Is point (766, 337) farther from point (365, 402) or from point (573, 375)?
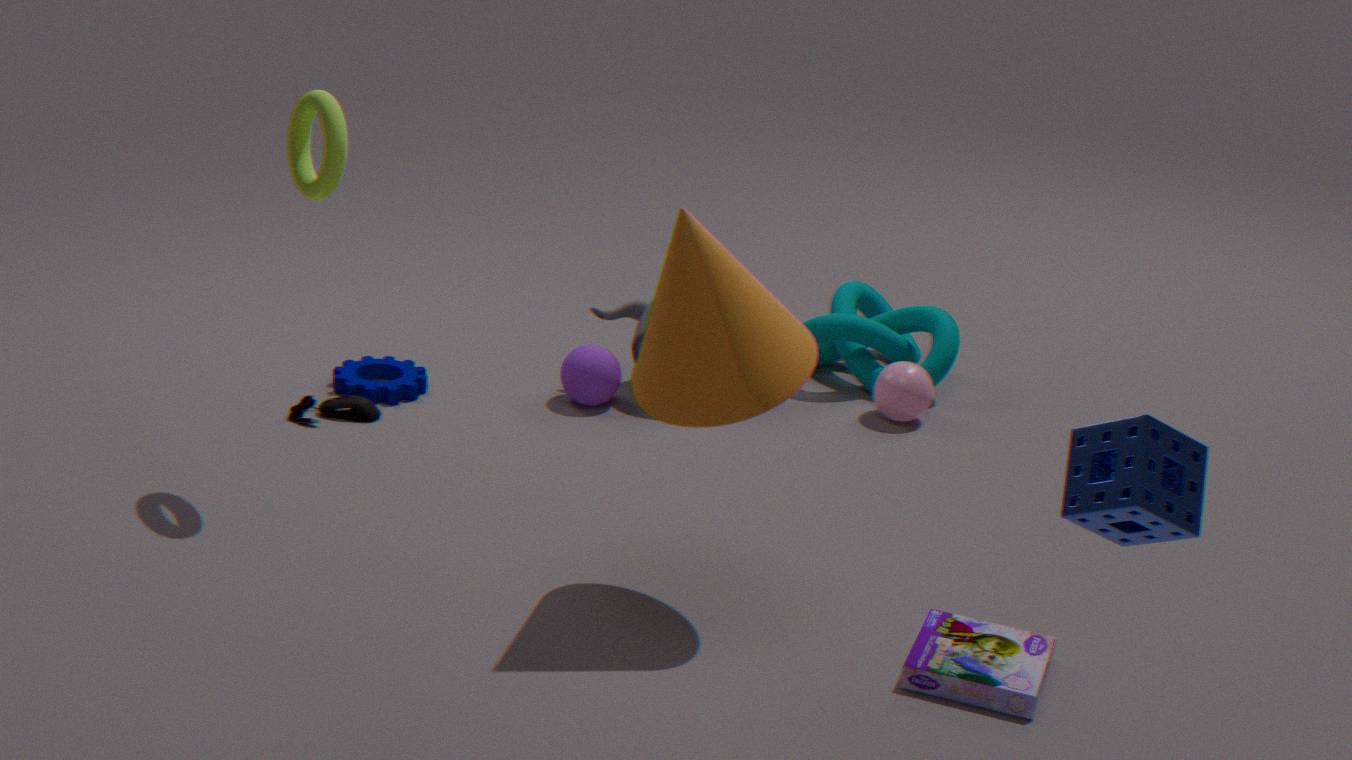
point (365, 402)
